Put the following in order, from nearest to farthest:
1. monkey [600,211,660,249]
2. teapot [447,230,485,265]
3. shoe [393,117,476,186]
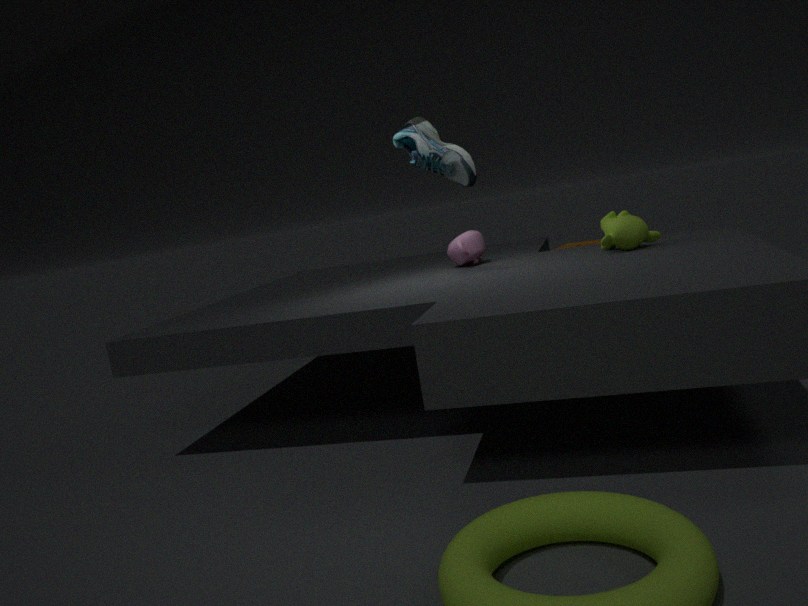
shoe [393,117,476,186] → monkey [600,211,660,249] → teapot [447,230,485,265]
